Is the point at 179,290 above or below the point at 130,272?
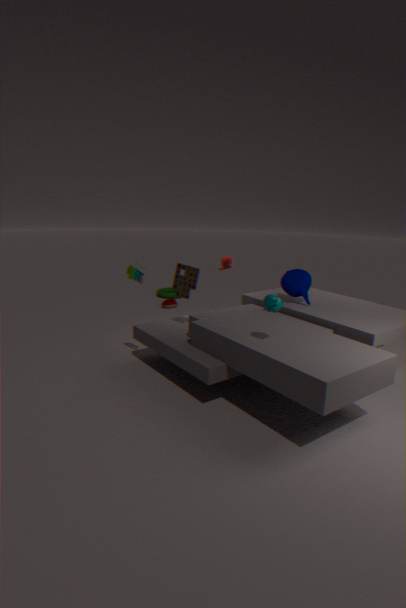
below
